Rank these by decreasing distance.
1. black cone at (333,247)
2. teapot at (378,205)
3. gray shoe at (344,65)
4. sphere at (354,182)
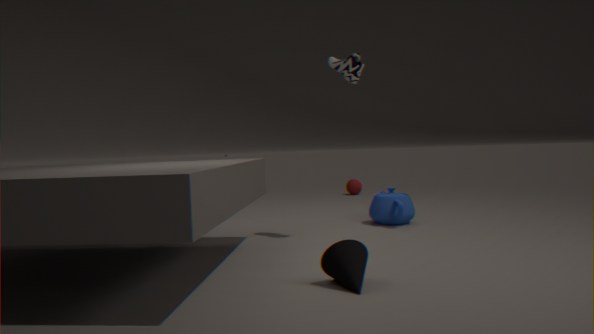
1. sphere at (354,182)
2. teapot at (378,205)
3. gray shoe at (344,65)
4. black cone at (333,247)
